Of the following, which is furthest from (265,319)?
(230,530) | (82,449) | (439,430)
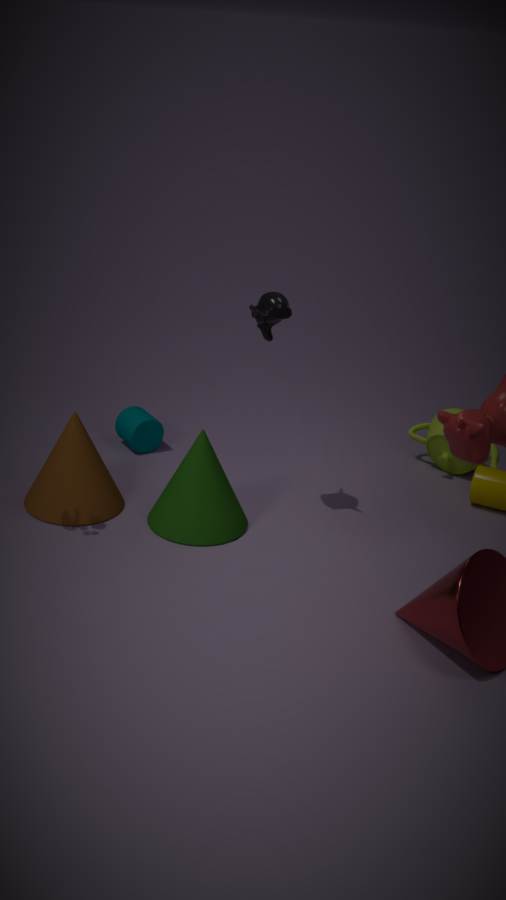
Answer: (439,430)
